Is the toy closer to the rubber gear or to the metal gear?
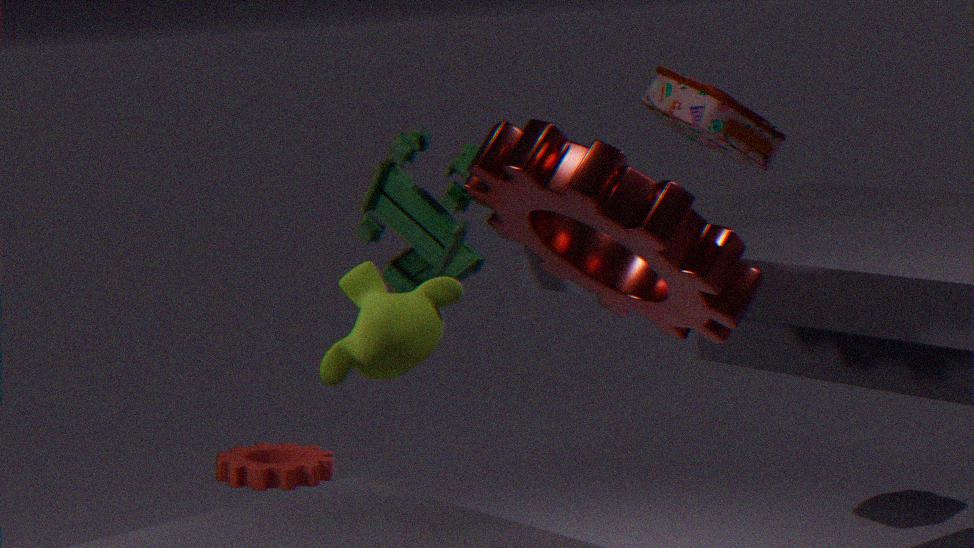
the metal gear
